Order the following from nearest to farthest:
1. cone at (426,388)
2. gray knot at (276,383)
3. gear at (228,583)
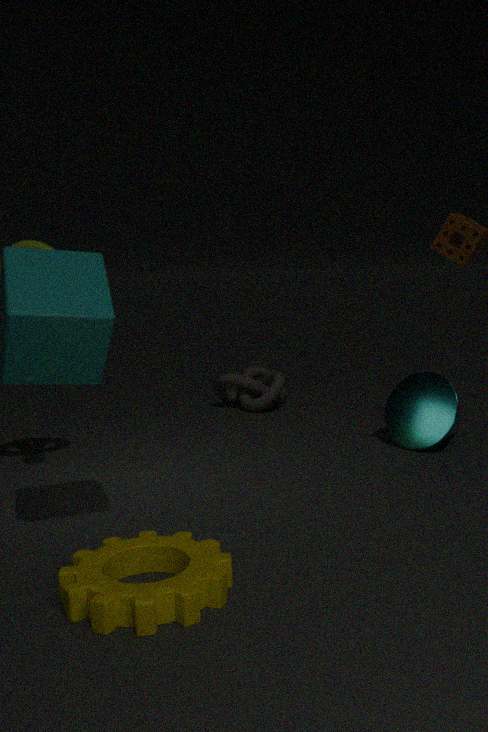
gear at (228,583) → cone at (426,388) → gray knot at (276,383)
